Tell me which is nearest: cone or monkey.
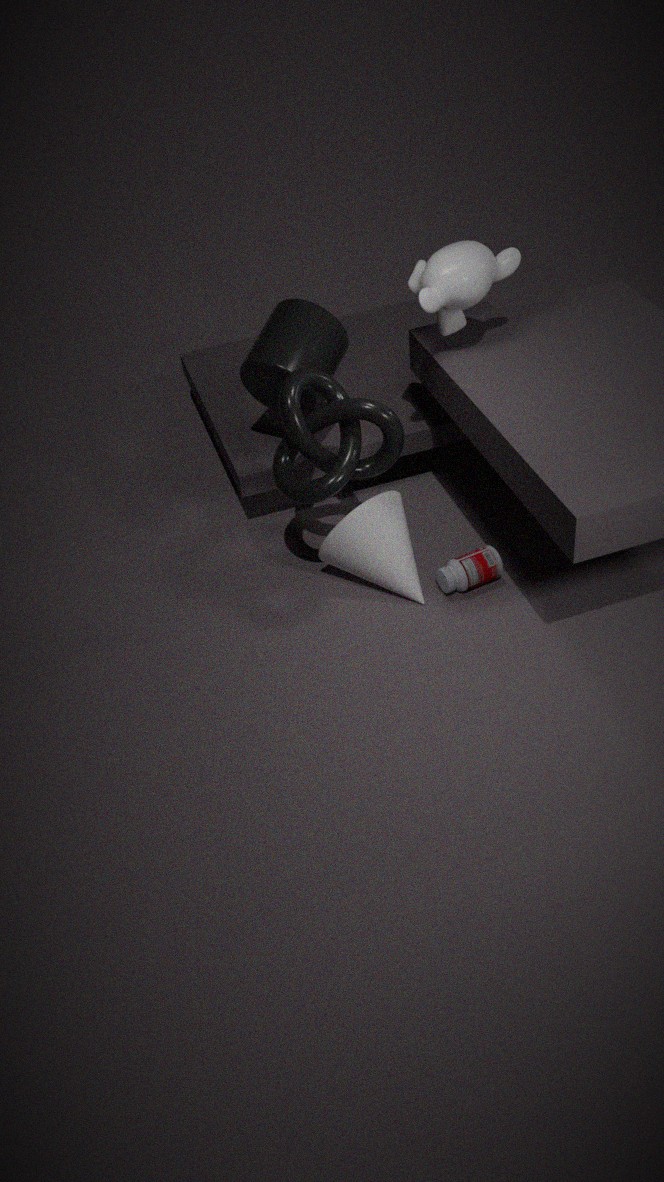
monkey
